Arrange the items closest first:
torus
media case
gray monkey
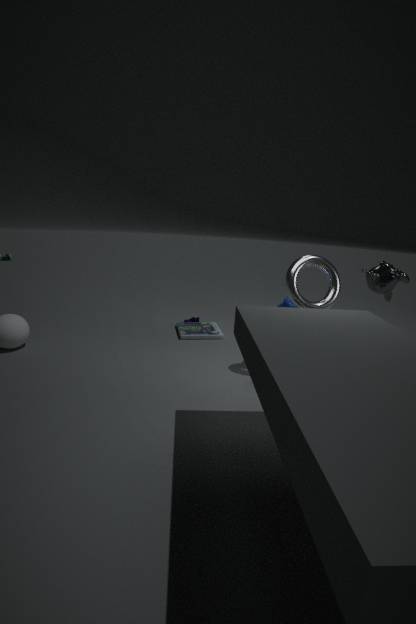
torus
gray monkey
media case
